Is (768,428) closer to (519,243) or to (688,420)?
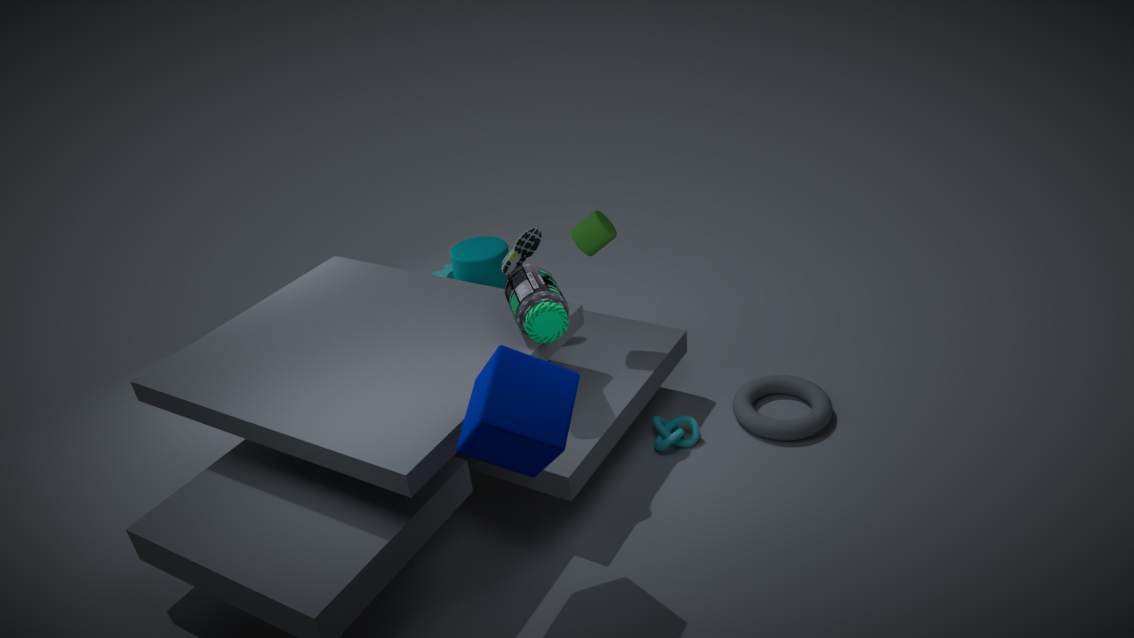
(688,420)
